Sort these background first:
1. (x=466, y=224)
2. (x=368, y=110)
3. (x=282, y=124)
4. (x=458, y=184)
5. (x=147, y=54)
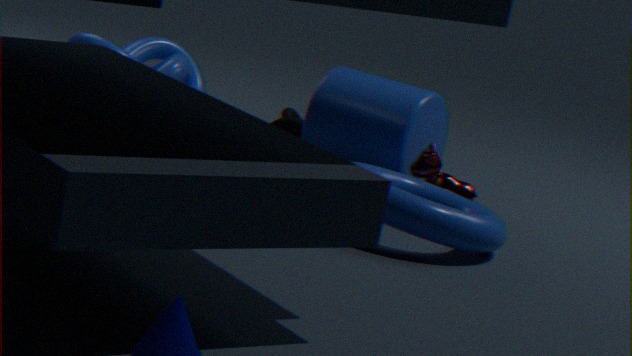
(x=147, y=54) → (x=282, y=124) → (x=368, y=110) → (x=458, y=184) → (x=466, y=224)
